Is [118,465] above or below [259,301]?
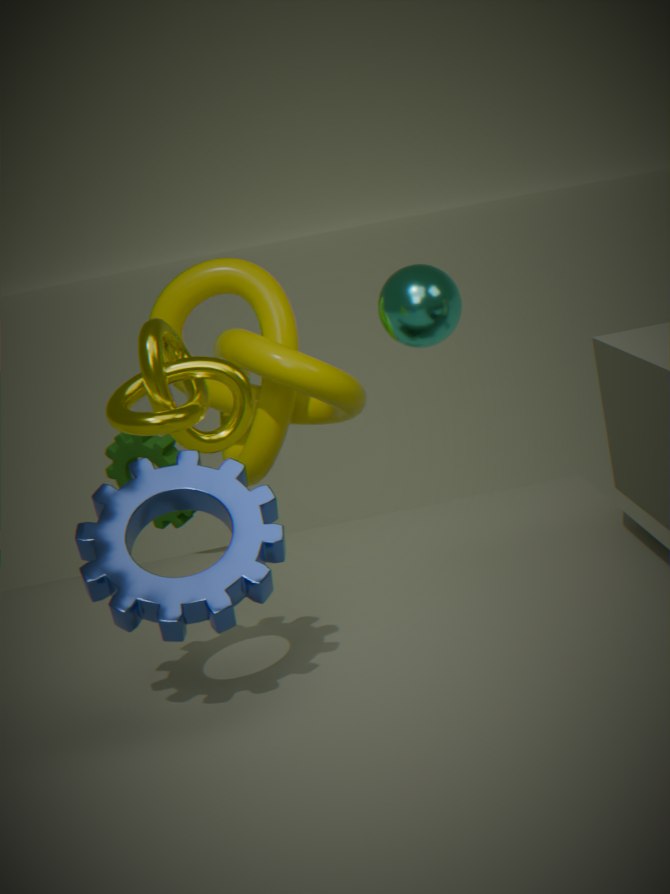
below
